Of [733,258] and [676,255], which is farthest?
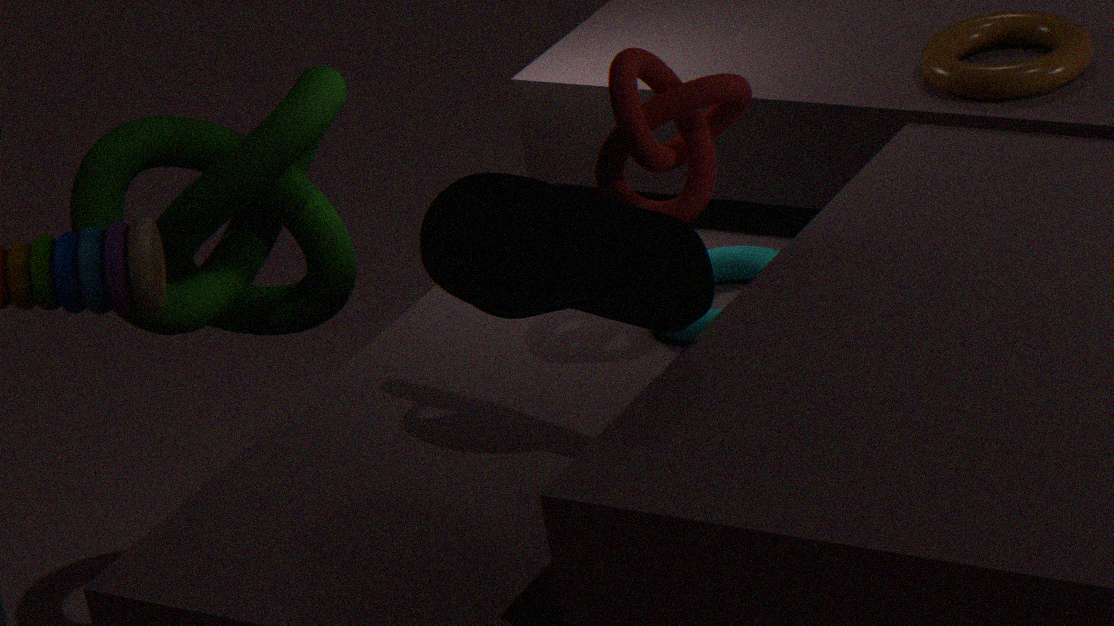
[733,258]
